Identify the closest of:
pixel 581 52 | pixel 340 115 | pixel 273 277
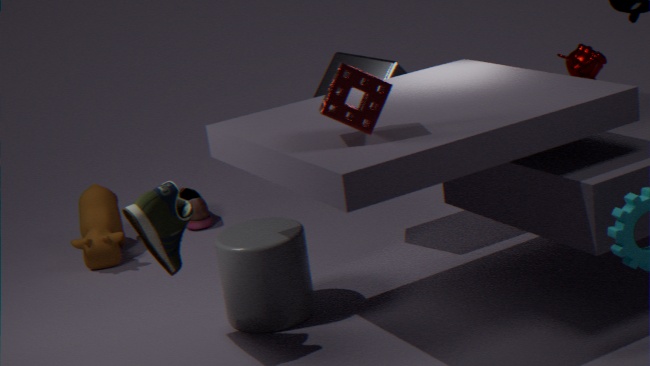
pixel 340 115
